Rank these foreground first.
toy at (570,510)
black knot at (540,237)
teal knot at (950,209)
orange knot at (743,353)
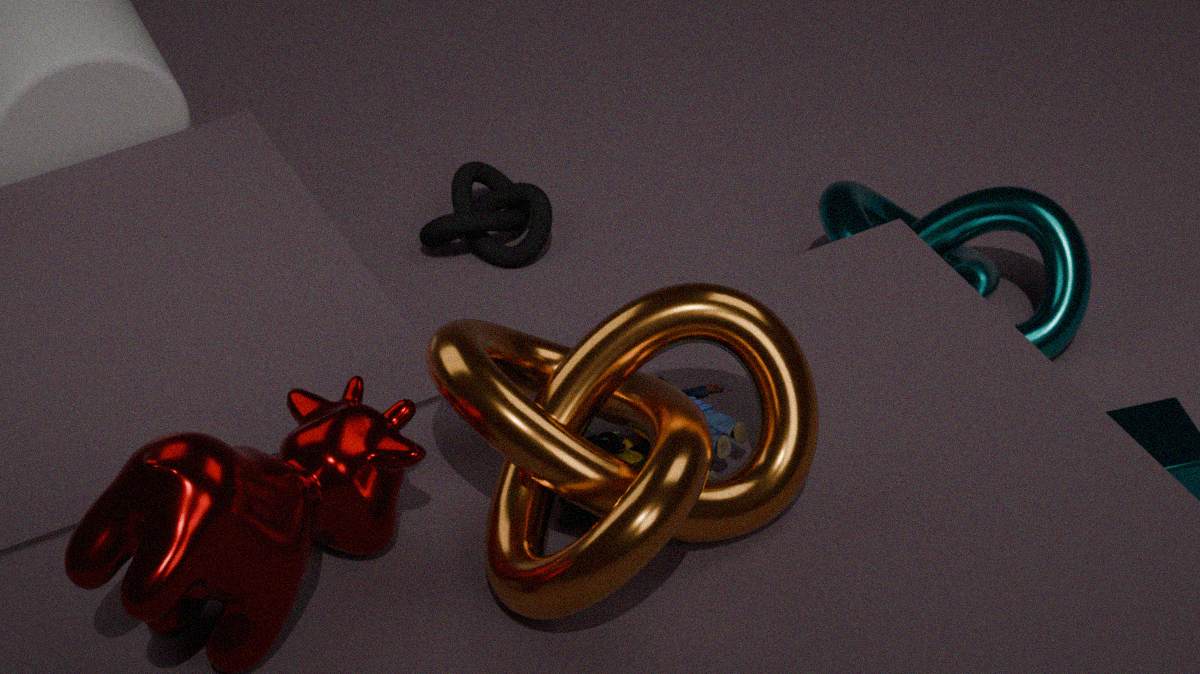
orange knot at (743,353) → toy at (570,510) → teal knot at (950,209) → black knot at (540,237)
